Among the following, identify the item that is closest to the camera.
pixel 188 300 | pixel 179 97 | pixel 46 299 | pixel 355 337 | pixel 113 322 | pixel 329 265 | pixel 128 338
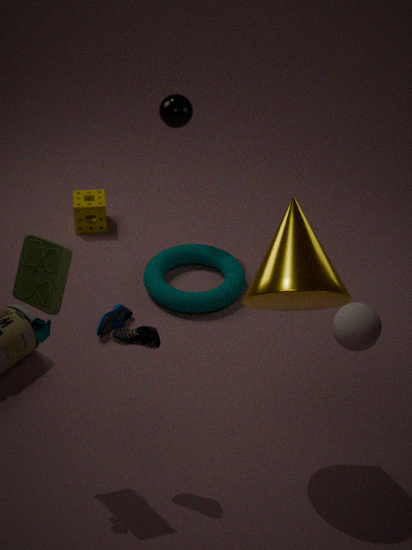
pixel 355 337
